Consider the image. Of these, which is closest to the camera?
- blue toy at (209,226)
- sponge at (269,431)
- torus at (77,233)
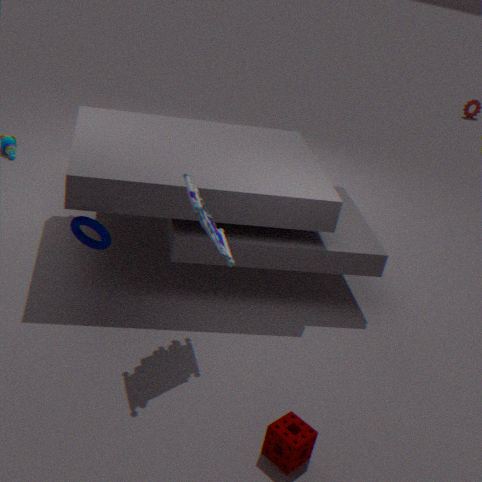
sponge at (269,431)
